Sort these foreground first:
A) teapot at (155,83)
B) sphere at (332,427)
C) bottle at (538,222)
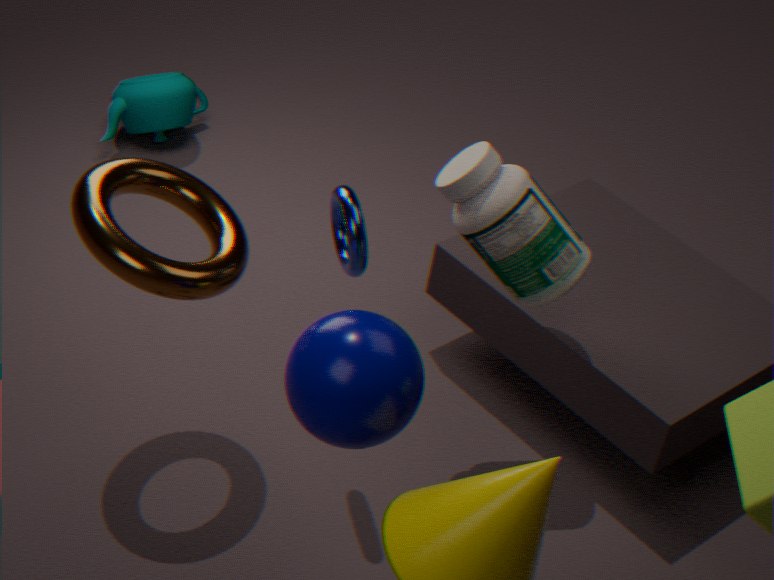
sphere at (332,427)
bottle at (538,222)
teapot at (155,83)
